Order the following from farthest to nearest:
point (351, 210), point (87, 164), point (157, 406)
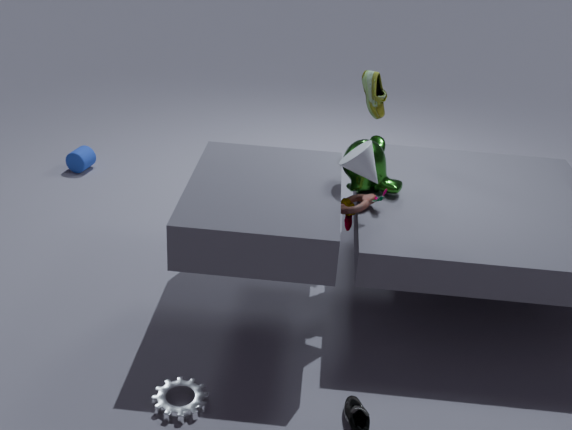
point (87, 164) < point (351, 210) < point (157, 406)
